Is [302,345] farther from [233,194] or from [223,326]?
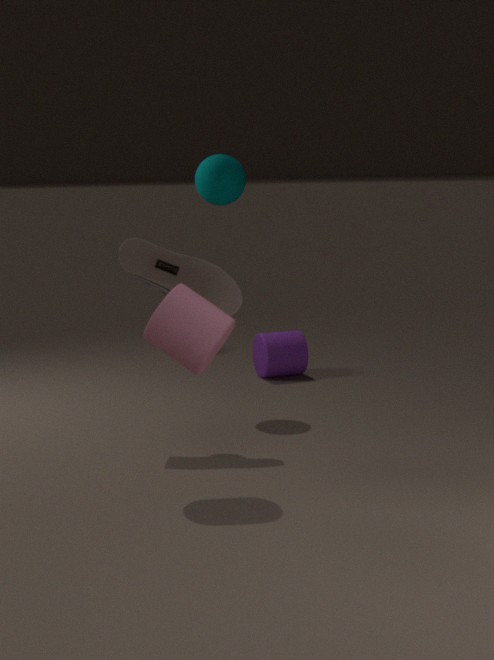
[223,326]
